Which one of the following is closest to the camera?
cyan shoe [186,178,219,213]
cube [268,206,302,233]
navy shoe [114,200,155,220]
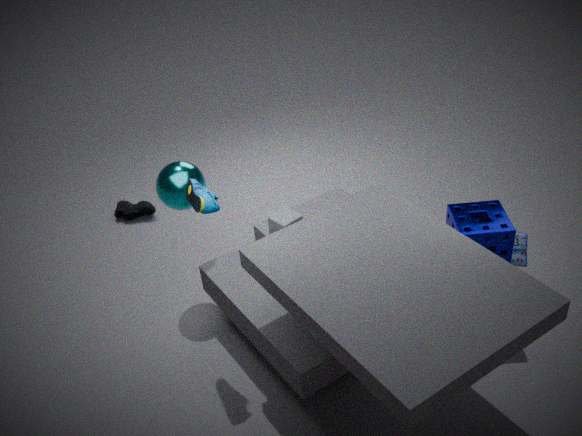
cyan shoe [186,178,219,213]
